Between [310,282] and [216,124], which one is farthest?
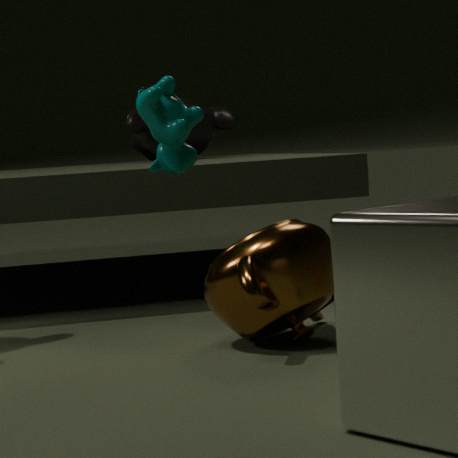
[216,124]
